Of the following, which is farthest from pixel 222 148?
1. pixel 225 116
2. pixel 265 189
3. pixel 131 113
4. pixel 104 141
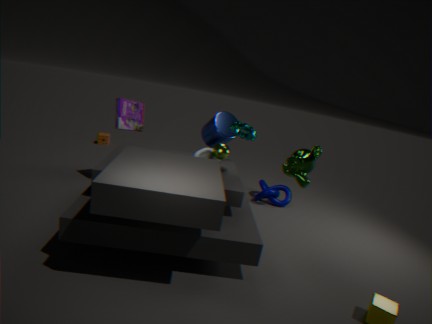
pixel 104 141
